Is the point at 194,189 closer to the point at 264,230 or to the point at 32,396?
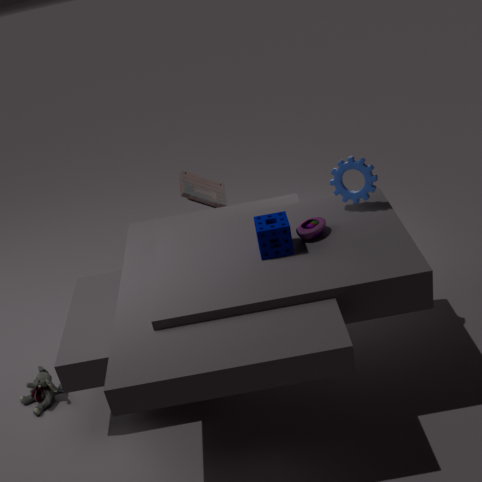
the point at 264,230
